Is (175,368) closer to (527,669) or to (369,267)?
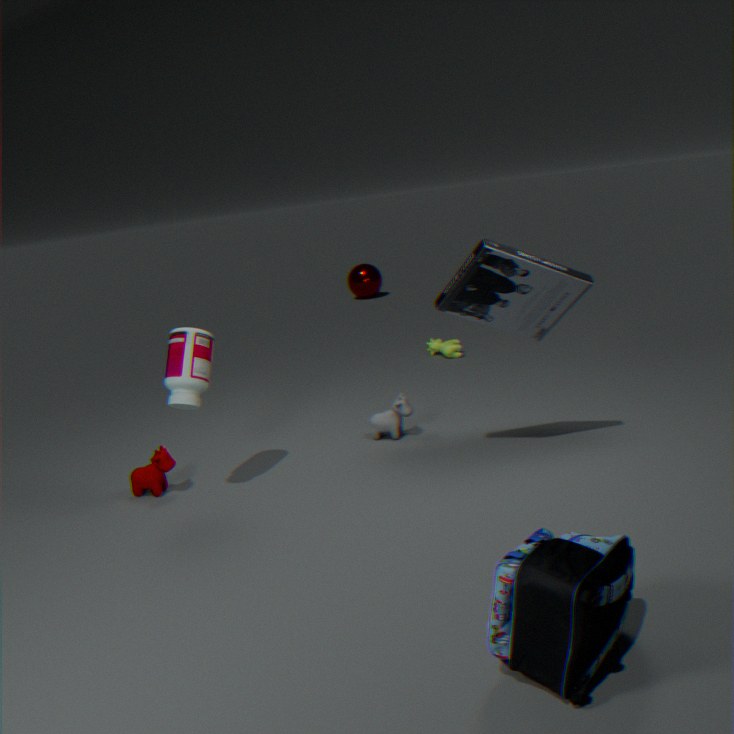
(527,669)
